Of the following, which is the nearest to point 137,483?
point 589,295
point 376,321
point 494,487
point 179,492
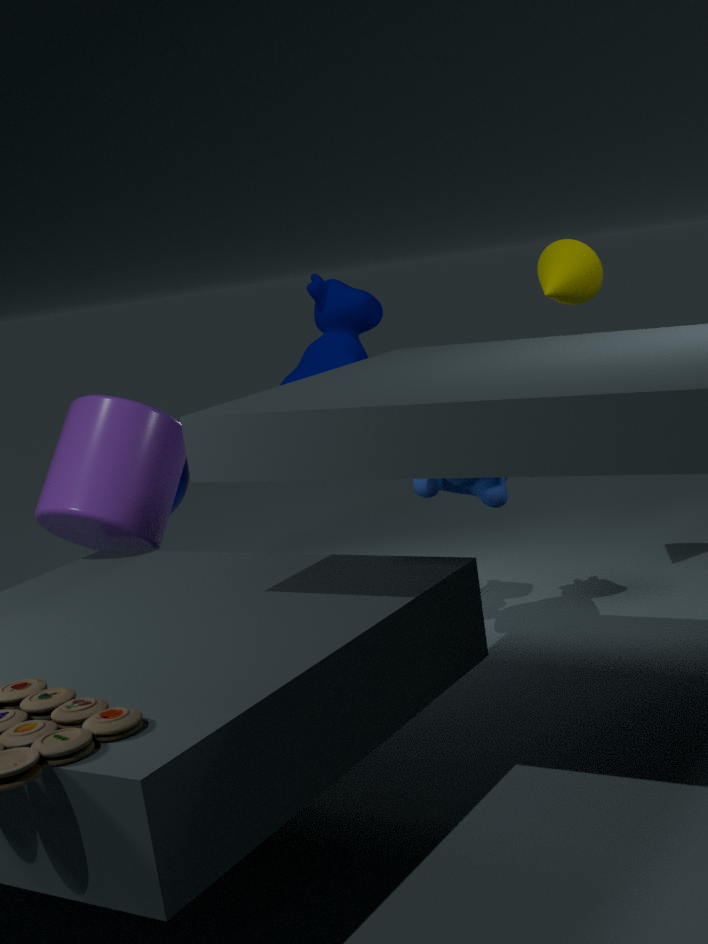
point 179,492
